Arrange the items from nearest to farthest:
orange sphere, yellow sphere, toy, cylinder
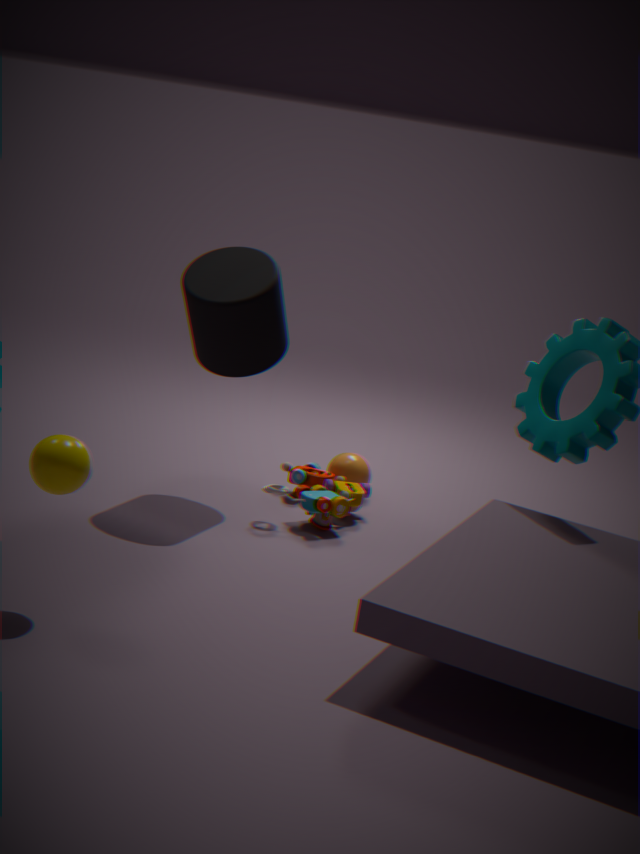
yellow sphere
cylinder
toy
orange sphere
